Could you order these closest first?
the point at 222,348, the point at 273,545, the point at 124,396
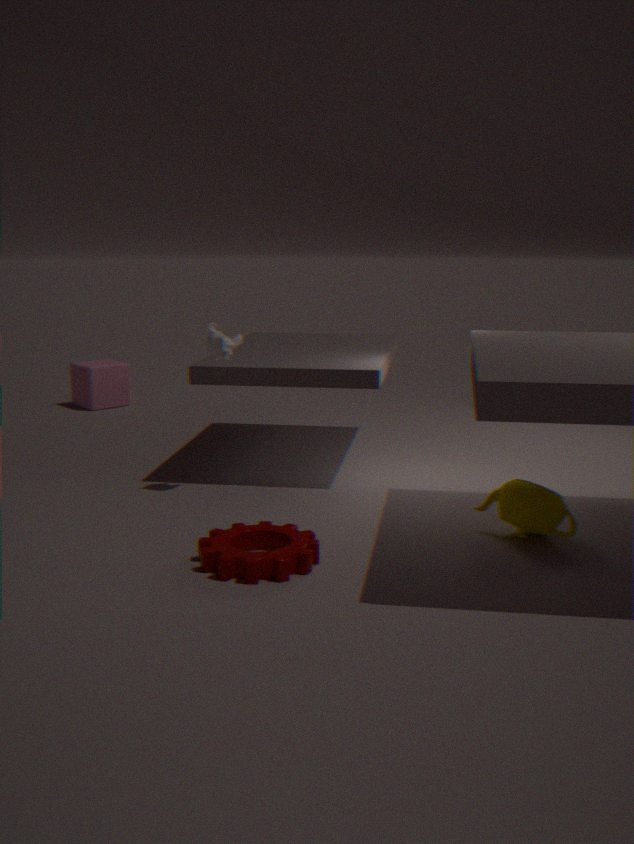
the point at 273,545, the point at 222,348, the point at 124,396
